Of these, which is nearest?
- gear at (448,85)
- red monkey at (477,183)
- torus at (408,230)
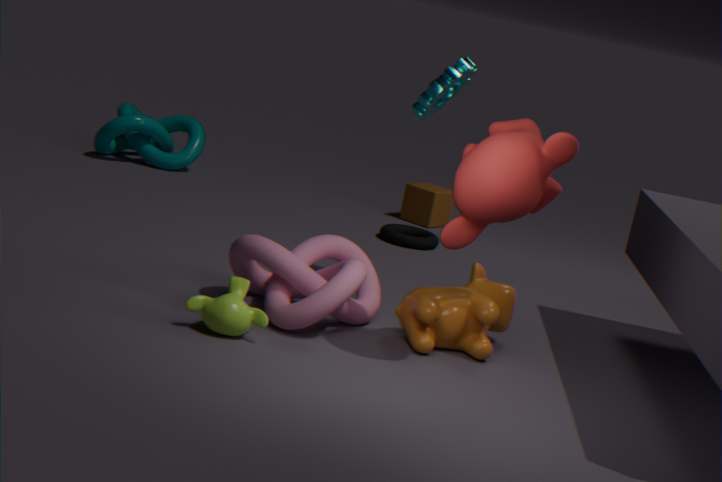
red monkey at (477,183)
